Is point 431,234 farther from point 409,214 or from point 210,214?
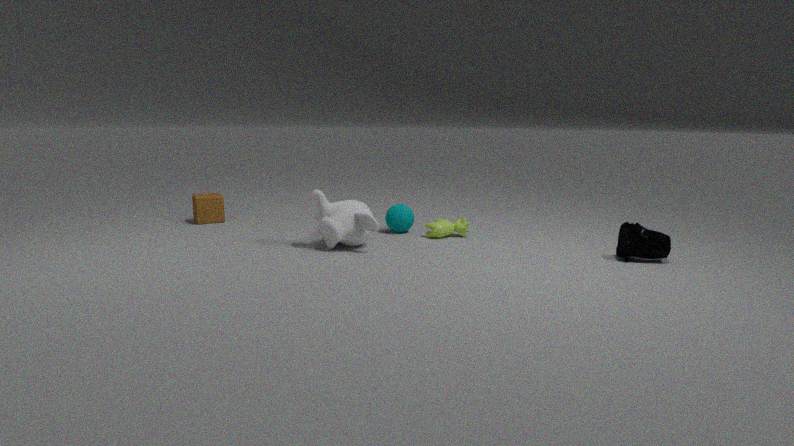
point 210,214
